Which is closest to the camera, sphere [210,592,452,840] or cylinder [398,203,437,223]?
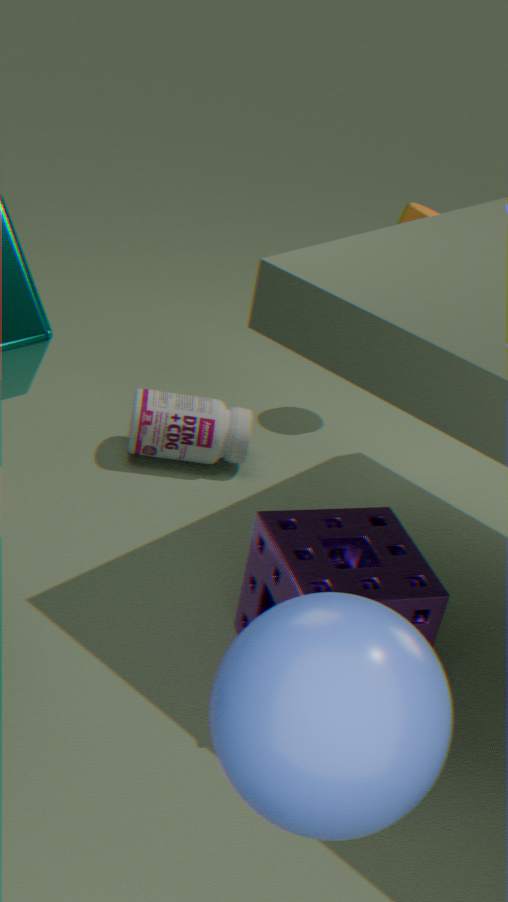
sphere [210,592,452,840]
